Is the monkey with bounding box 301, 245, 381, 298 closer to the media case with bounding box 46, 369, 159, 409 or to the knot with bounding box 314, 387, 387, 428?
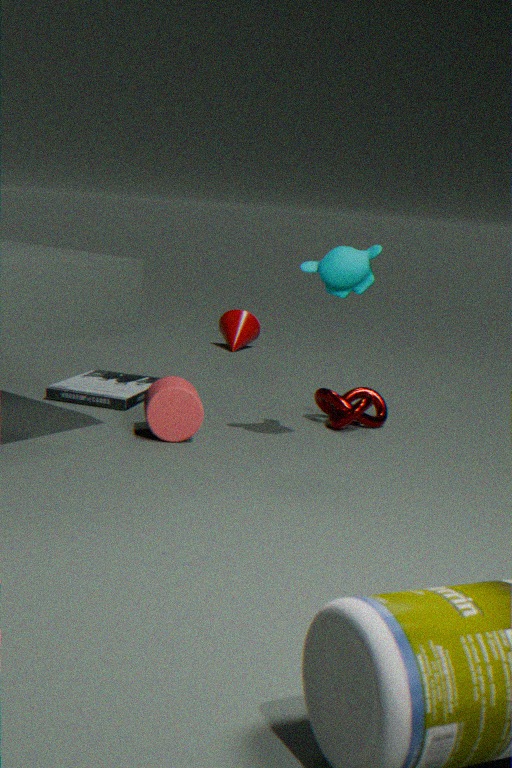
the knot with bounding box 314, 387, 387, 428
